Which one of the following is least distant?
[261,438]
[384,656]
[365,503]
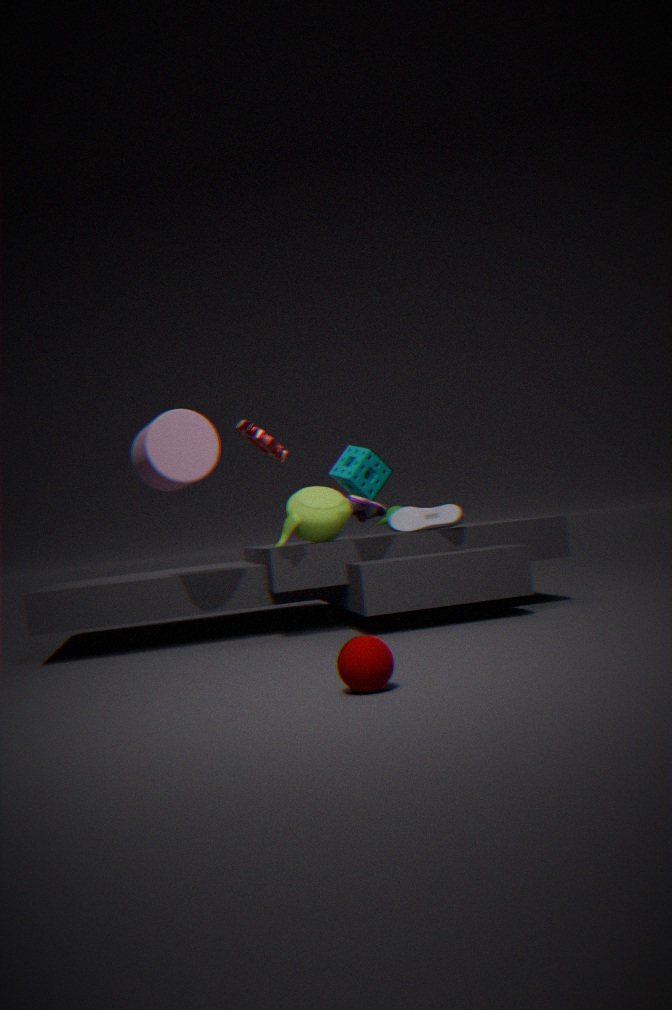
[384,656]
